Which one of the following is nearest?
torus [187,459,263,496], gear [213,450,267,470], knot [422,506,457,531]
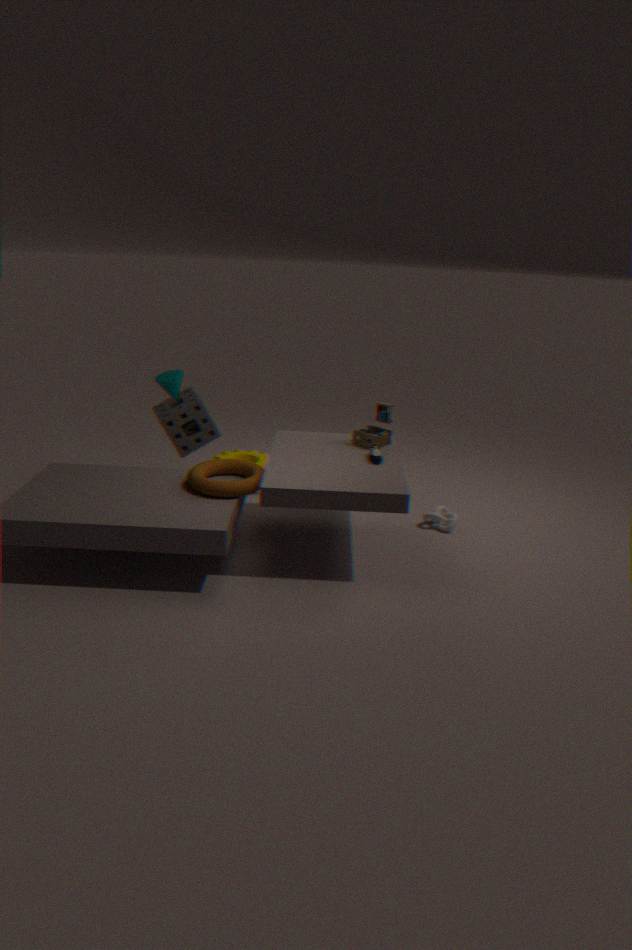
torus [187,459,263,496]
